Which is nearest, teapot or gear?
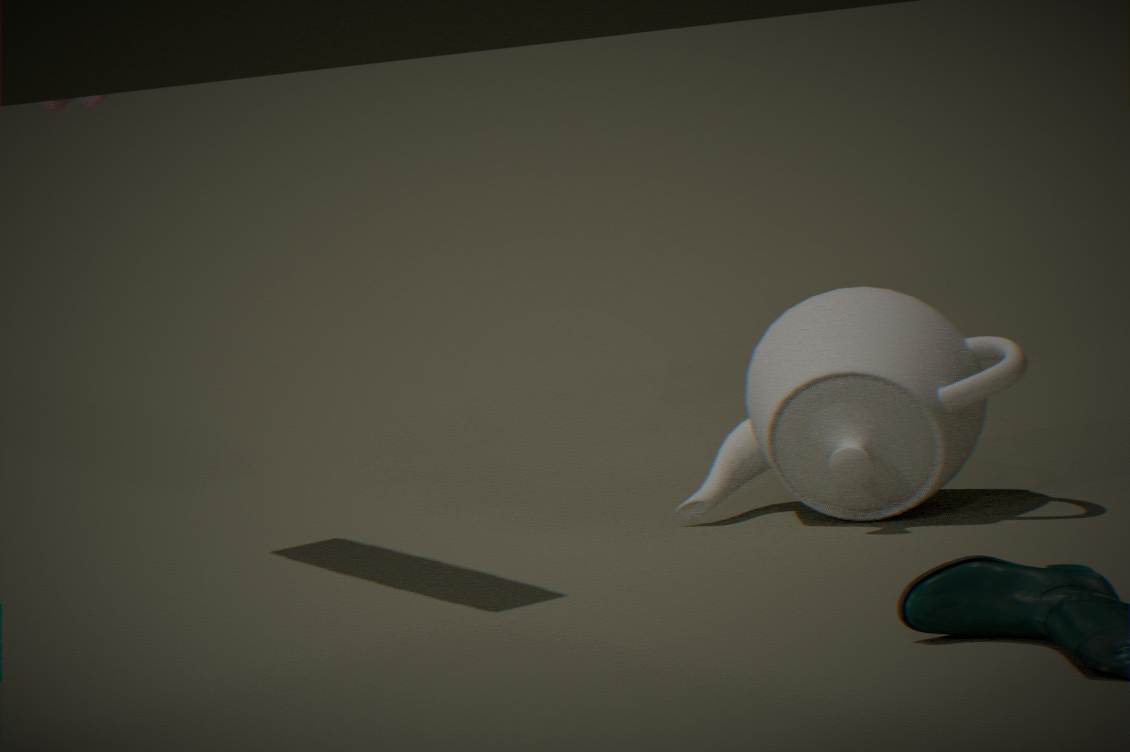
gear
